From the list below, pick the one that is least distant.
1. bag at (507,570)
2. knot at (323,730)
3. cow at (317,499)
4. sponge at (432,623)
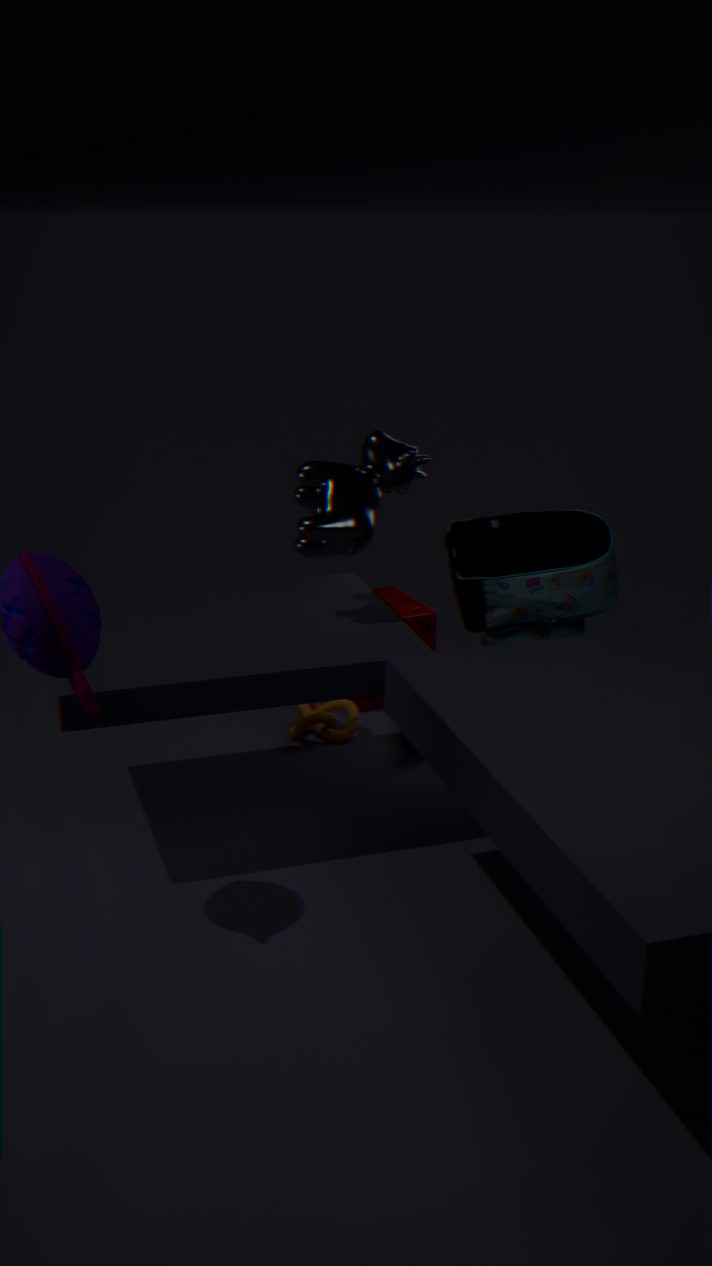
bag at (507,570)
